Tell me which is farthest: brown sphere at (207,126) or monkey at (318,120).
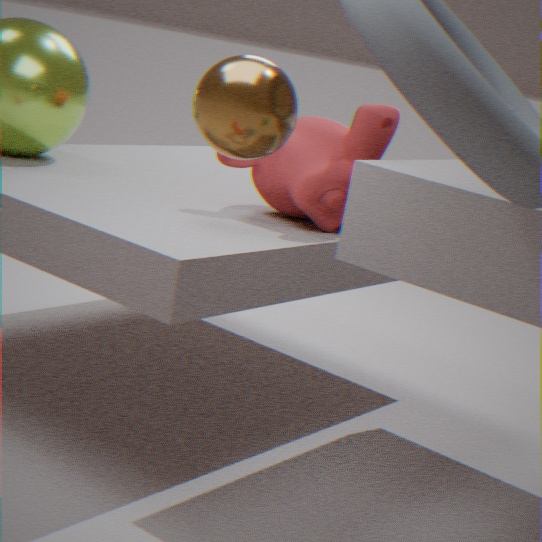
monkey at (318,120)
